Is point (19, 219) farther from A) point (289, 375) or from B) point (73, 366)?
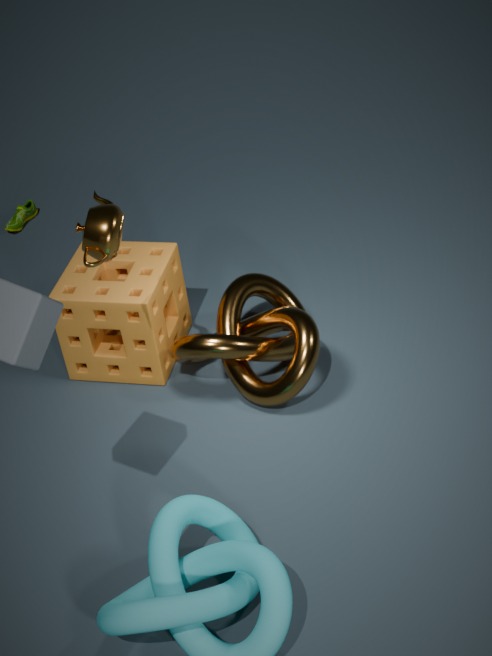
A) point (289, 375)
